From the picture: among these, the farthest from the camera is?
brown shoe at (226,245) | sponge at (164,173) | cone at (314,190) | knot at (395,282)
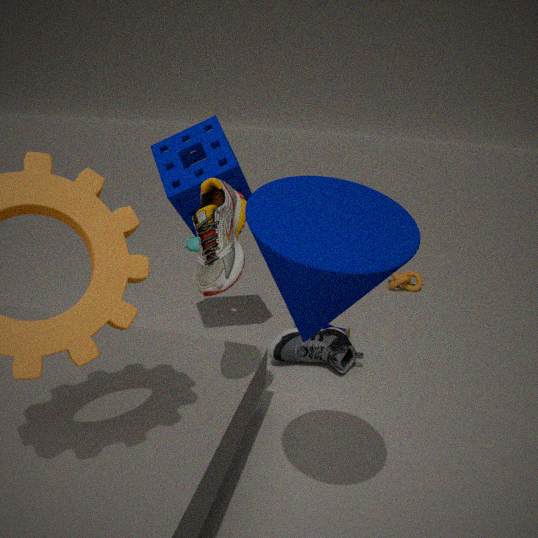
knot at (395,282)
